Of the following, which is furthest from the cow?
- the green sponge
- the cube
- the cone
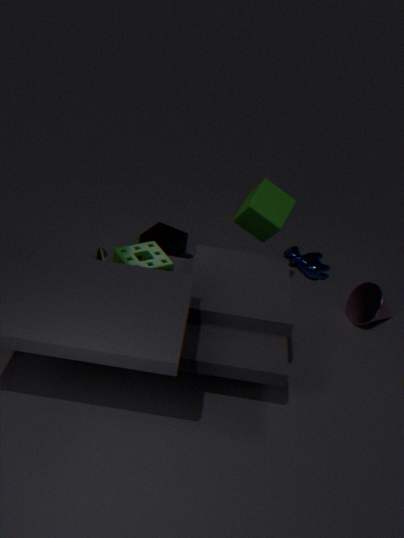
the green sponge
